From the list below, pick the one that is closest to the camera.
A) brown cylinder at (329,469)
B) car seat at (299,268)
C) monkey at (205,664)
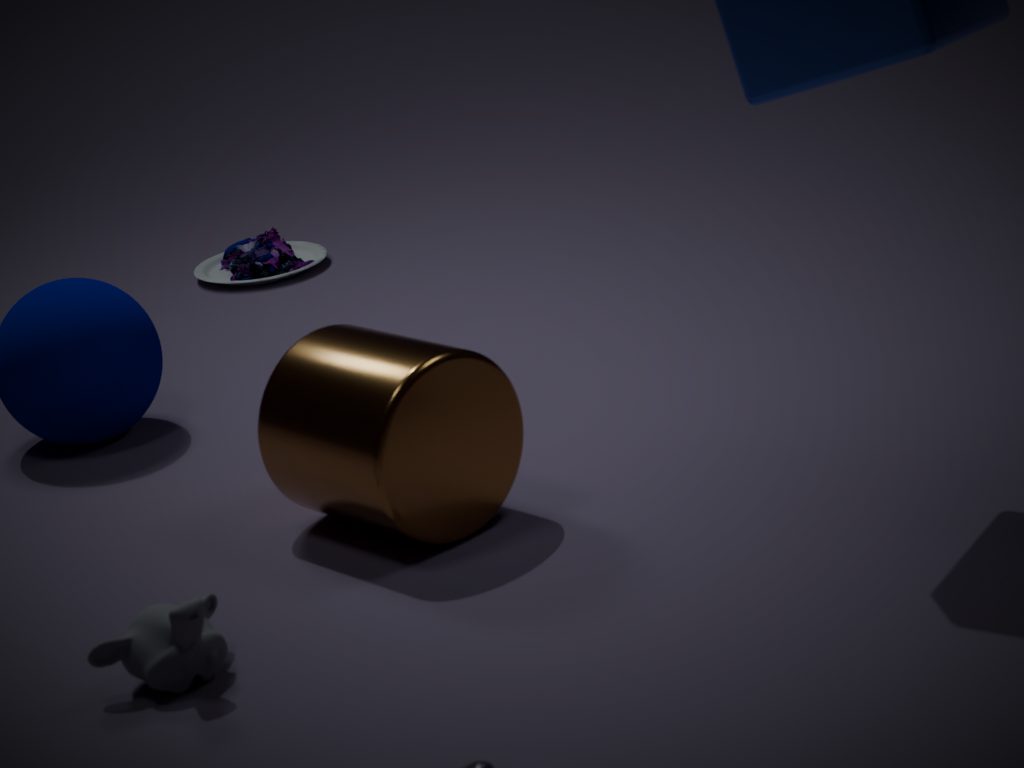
monkey at (205,664)
